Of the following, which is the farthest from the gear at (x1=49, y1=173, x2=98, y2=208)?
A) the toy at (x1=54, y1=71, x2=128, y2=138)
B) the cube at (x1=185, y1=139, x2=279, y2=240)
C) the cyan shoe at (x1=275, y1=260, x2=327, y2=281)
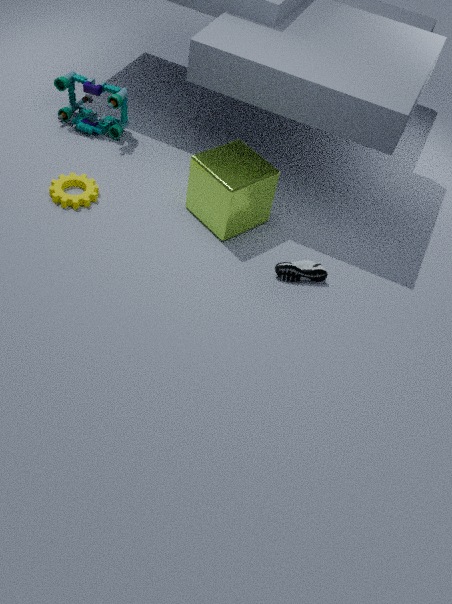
the cyan shoe at (x1=275, y1=260, x2=327, y2=281)
